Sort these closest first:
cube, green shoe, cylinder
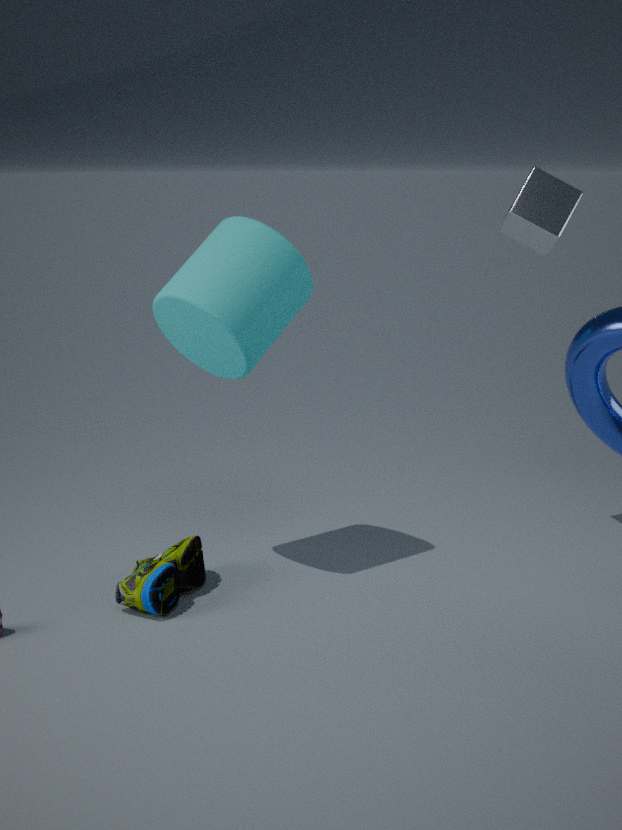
green shoe < cylinder < cube
